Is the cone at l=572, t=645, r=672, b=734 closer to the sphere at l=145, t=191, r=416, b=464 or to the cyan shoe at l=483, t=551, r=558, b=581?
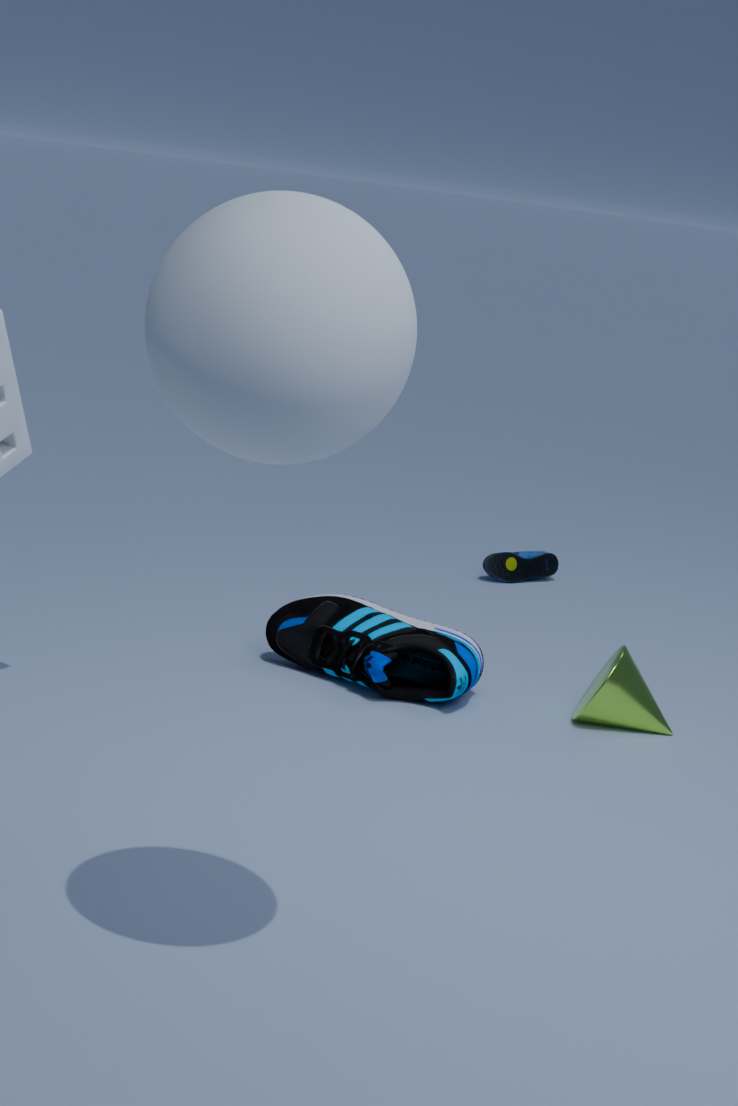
the cyan shoe at l=483, t=551, r=558, b=581
